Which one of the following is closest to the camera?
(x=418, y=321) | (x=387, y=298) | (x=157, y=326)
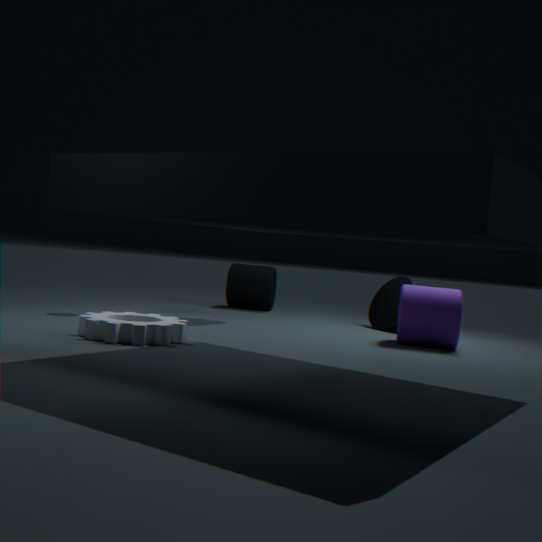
(x=157, y=326)
